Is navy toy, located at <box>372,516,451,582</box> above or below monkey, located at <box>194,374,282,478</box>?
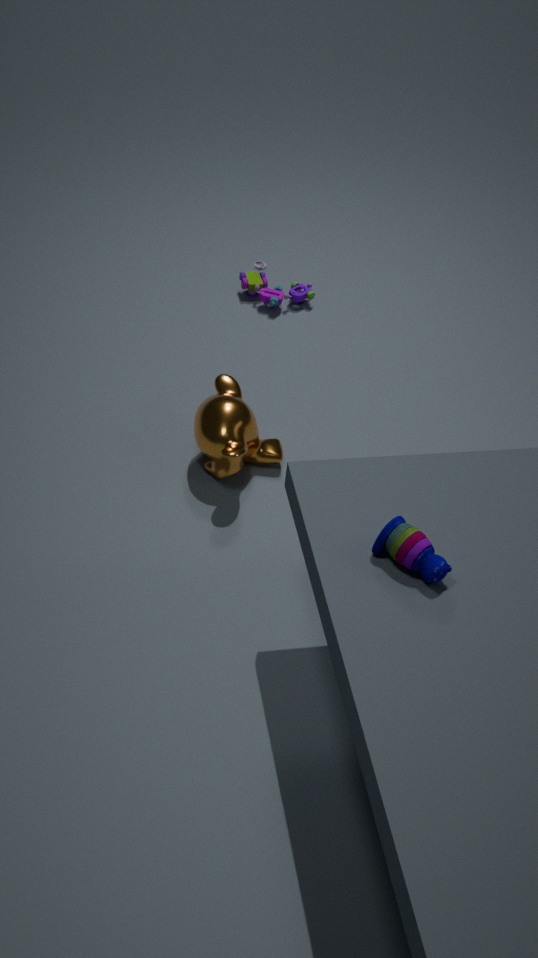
above
